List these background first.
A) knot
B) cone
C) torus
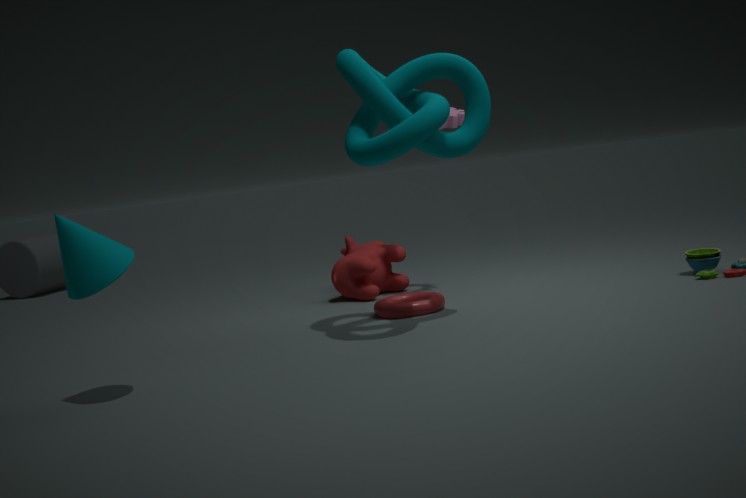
torus
knot
cone
